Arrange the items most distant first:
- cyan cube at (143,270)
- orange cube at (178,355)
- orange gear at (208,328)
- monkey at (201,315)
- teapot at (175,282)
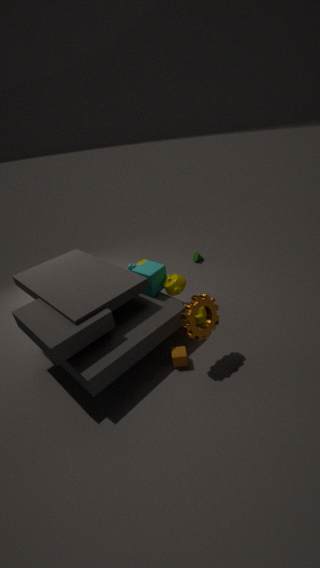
monkey at (201,315), cyan cube at (143,270), teapot at (175,282), orange cube at (178,355), orange gear at (208,328)
